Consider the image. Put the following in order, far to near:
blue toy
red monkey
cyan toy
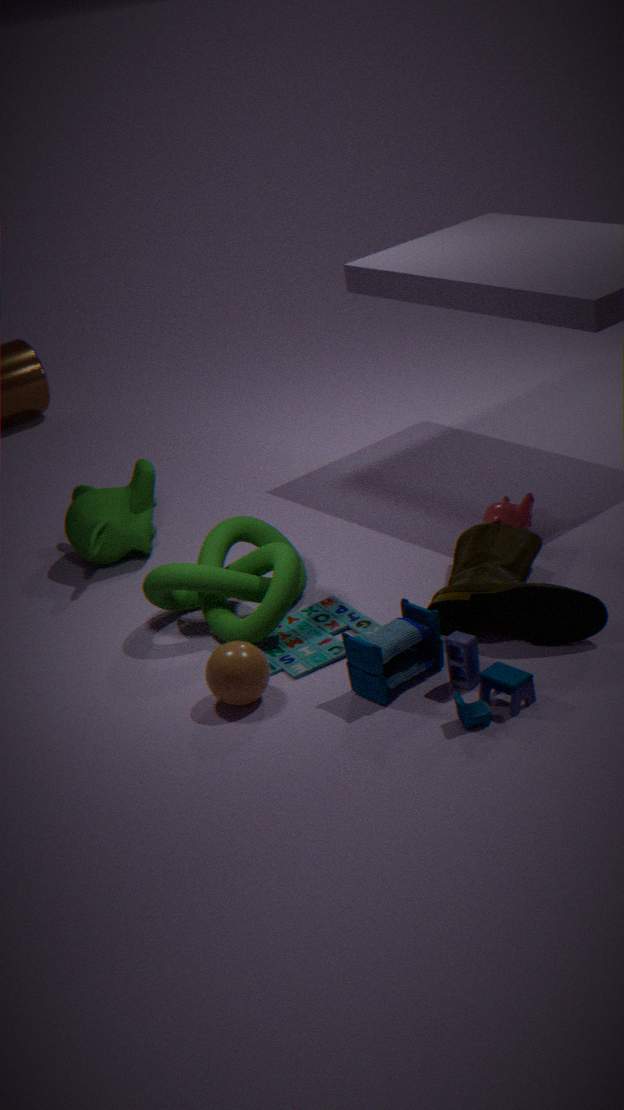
red monkey, cyan toy, blue toy
